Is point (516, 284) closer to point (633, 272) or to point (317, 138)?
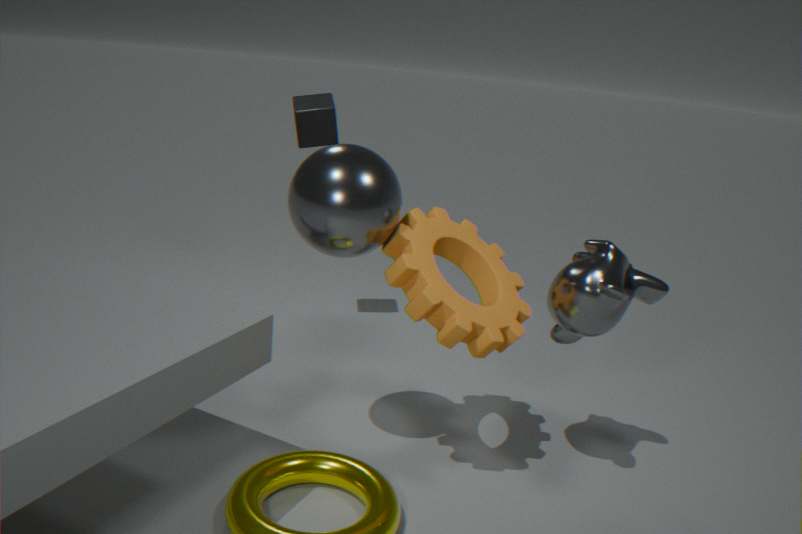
point (633, 272)
